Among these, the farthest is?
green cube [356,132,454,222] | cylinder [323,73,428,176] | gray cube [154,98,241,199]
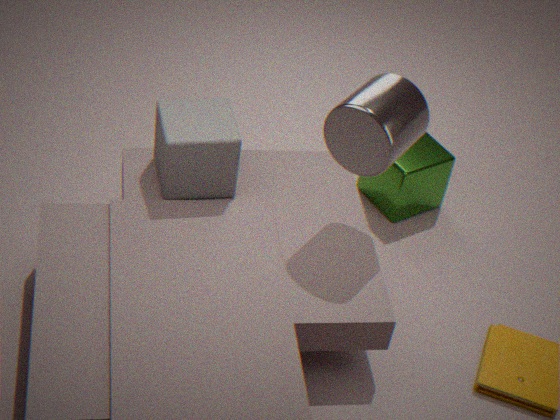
green cube [356,132,454,222]
